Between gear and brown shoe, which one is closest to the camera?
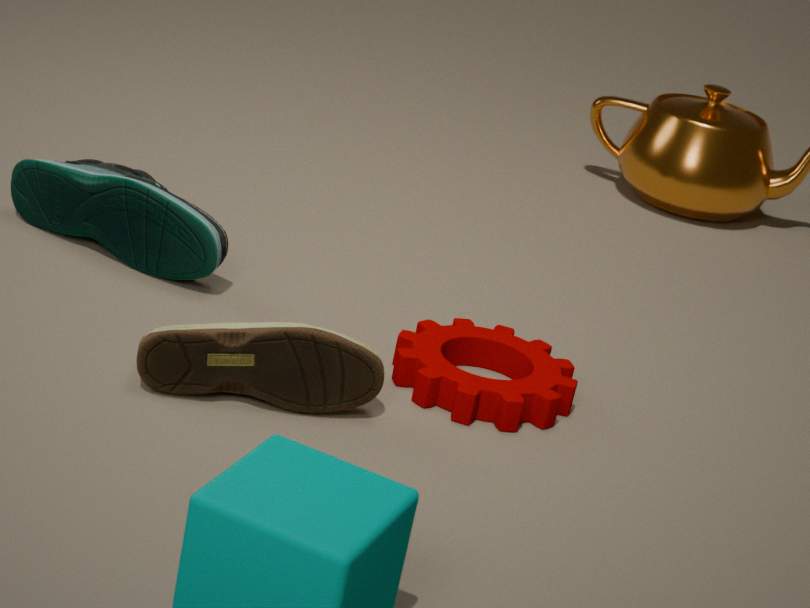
brown shoe
